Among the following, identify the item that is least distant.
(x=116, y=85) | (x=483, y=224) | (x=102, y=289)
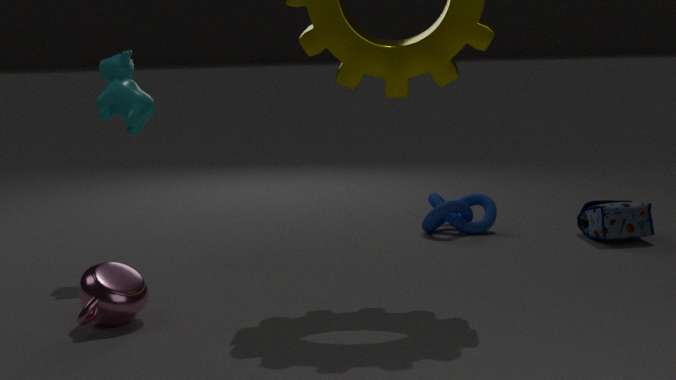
(x=102, y=289)
